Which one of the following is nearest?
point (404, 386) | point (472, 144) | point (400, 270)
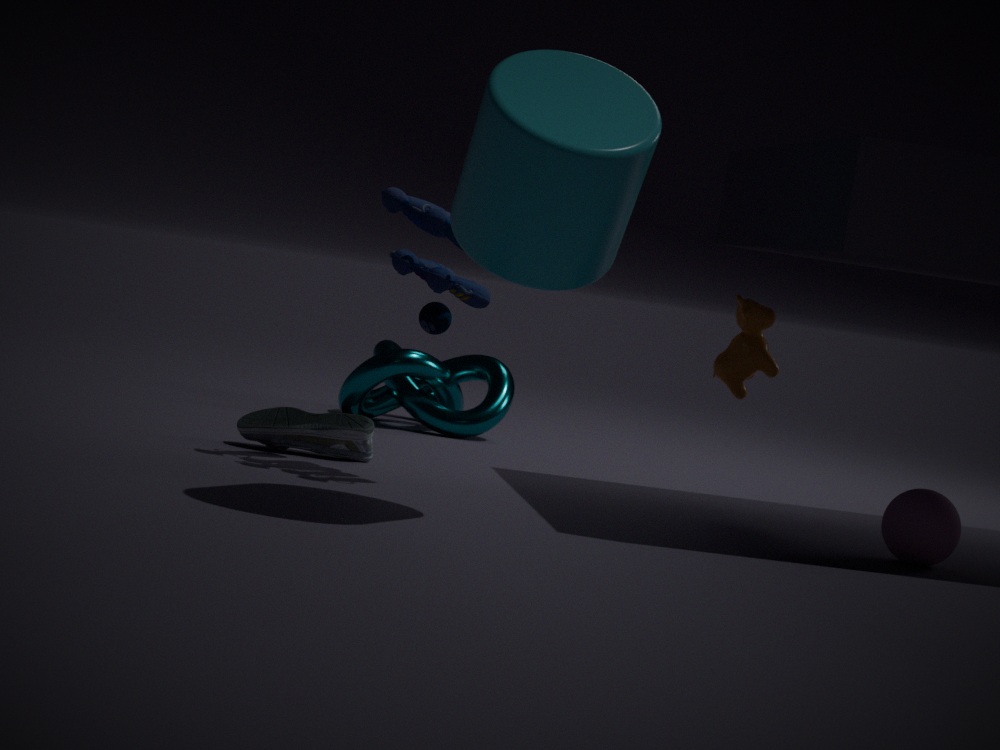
point (472, 144)
